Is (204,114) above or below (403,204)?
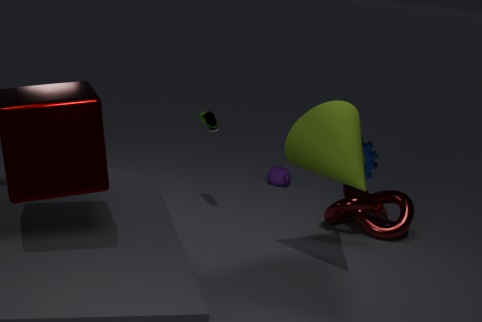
above
